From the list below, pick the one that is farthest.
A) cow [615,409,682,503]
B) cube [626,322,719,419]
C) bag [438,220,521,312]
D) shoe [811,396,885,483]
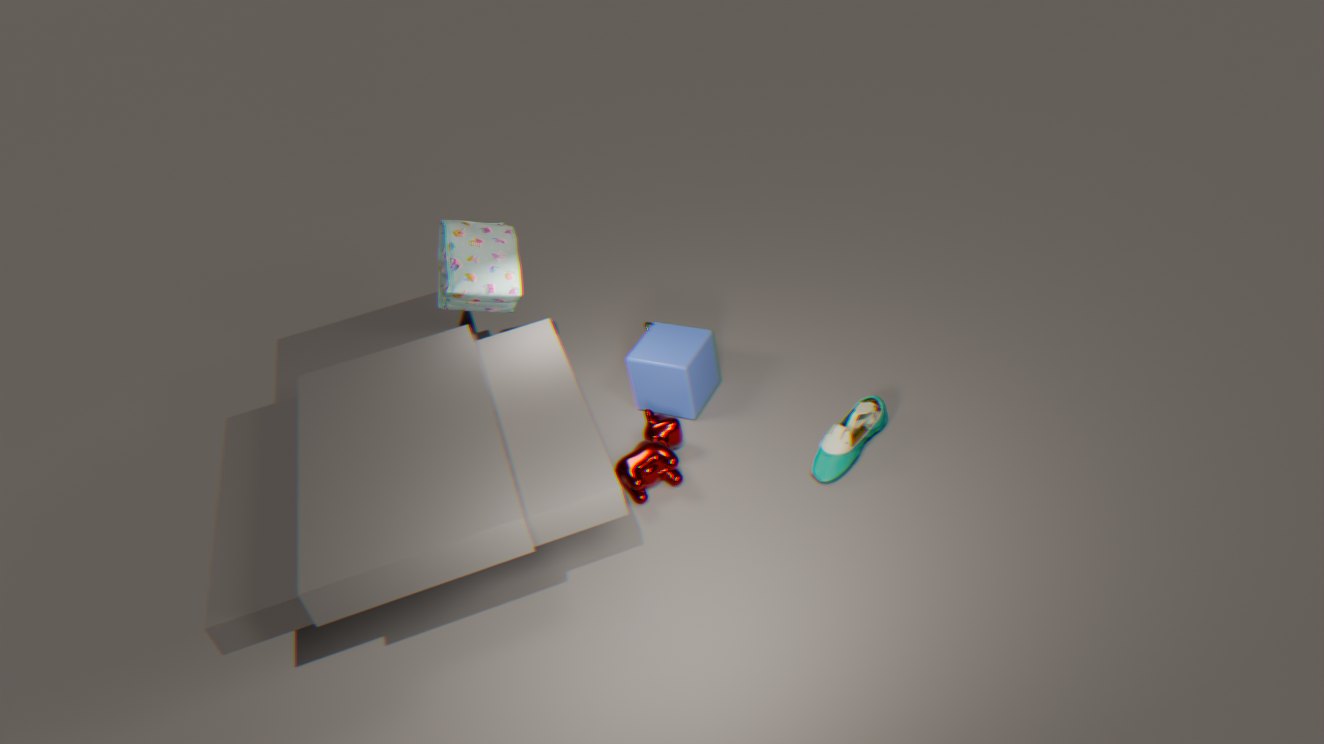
cube [626,322,719,419]
